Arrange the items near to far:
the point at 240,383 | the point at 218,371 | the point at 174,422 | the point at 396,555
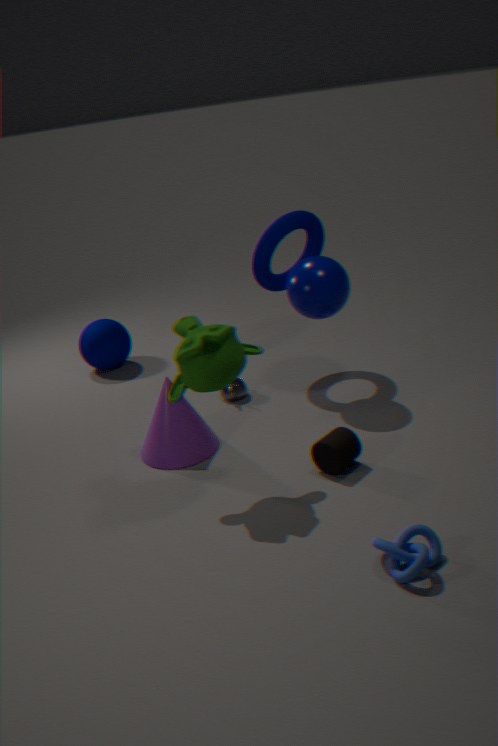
the point at 396,555 → the point at 218,371 → the point at 174,422 → the point at 240,383
